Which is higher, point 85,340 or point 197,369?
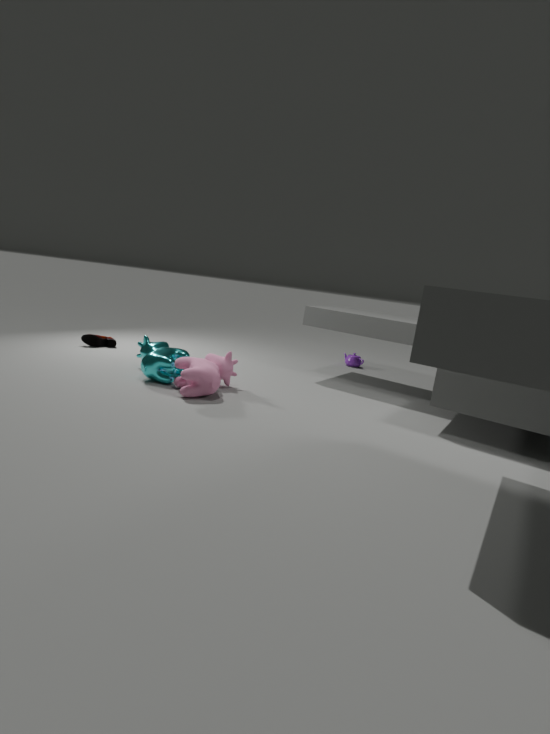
point 197,369
